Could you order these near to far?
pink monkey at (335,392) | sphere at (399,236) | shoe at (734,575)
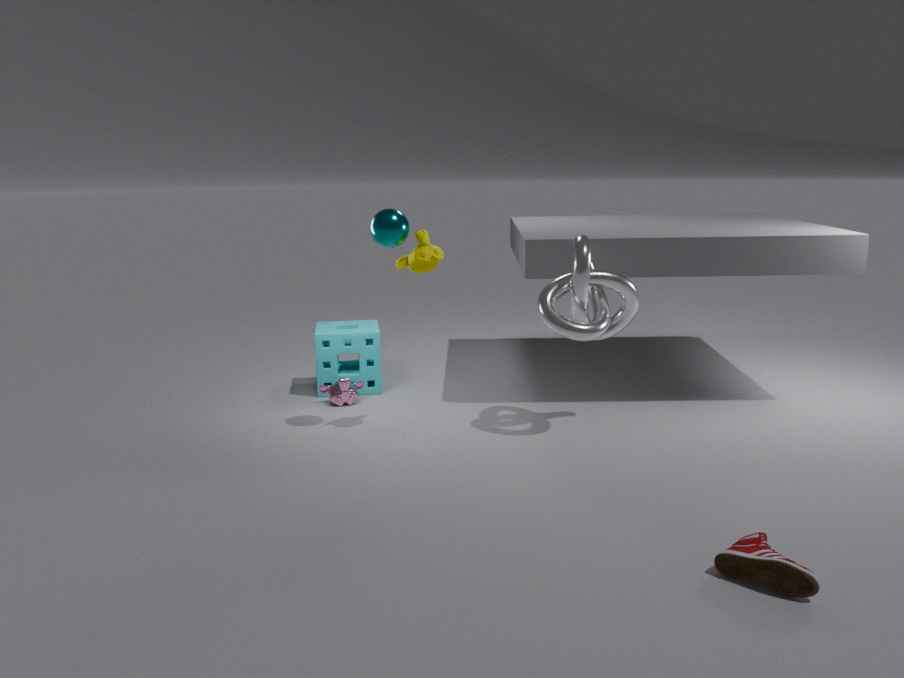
shoe at (734,575) → sphere at (399,236) → pink monkey at (335,392)
